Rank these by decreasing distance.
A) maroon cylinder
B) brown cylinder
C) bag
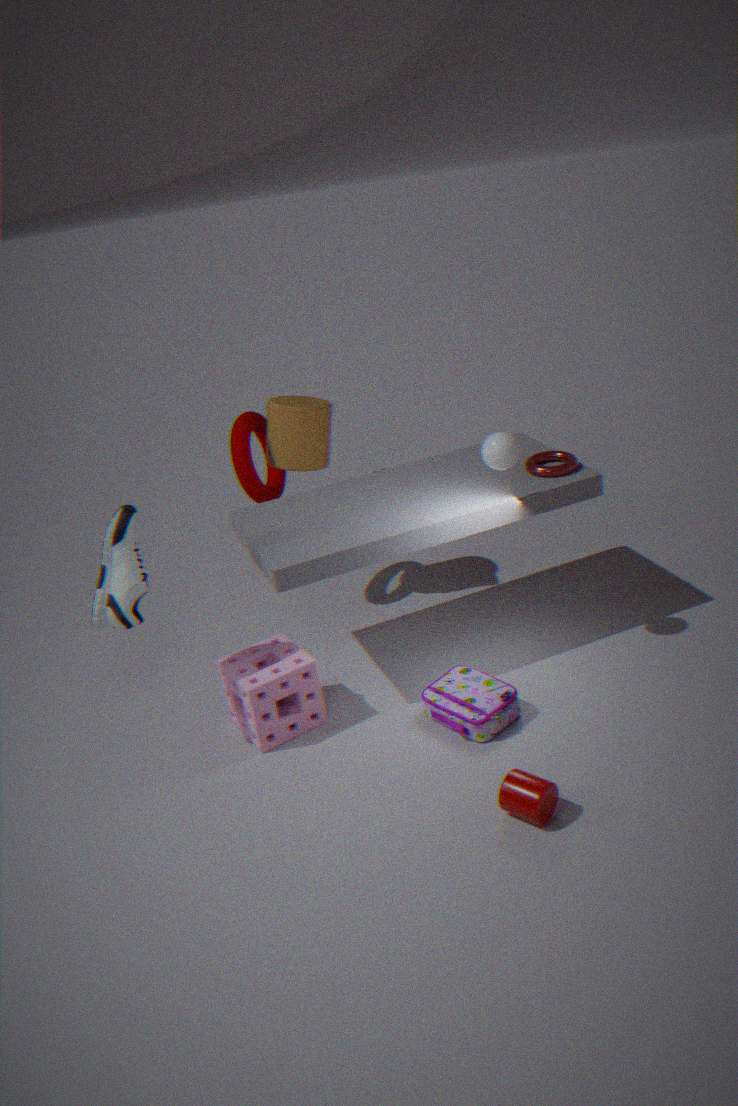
brown cylinder, bag, maroon cylinder
